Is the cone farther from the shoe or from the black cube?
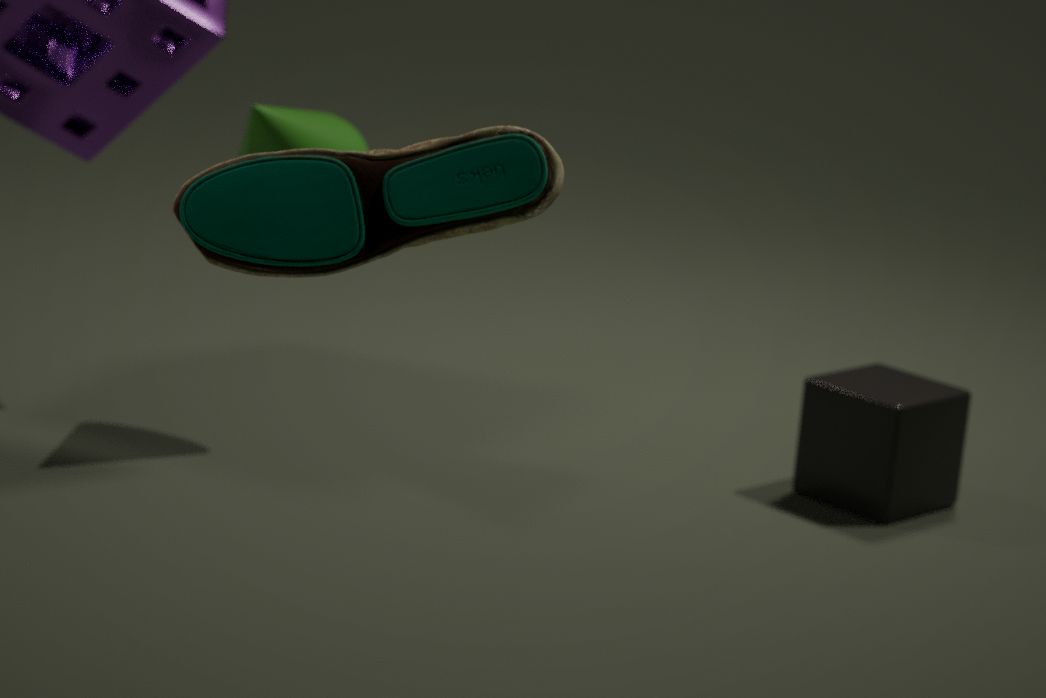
the shoe
